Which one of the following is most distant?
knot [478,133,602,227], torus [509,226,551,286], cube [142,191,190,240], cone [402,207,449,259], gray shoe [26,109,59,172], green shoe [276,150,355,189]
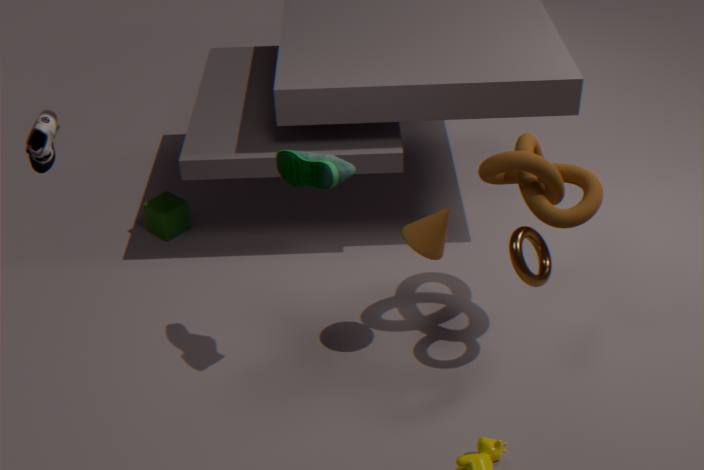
cube [142,191,190,240]
